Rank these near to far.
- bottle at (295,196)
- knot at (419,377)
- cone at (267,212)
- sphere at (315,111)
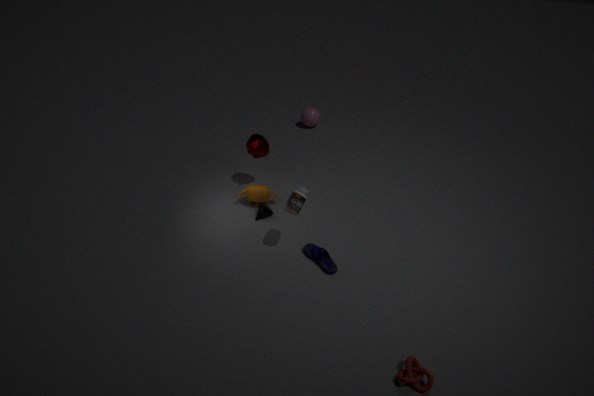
knot at (419,377) < bottle at (295,196) < cone at (267,212) < sphere at (315,111)
